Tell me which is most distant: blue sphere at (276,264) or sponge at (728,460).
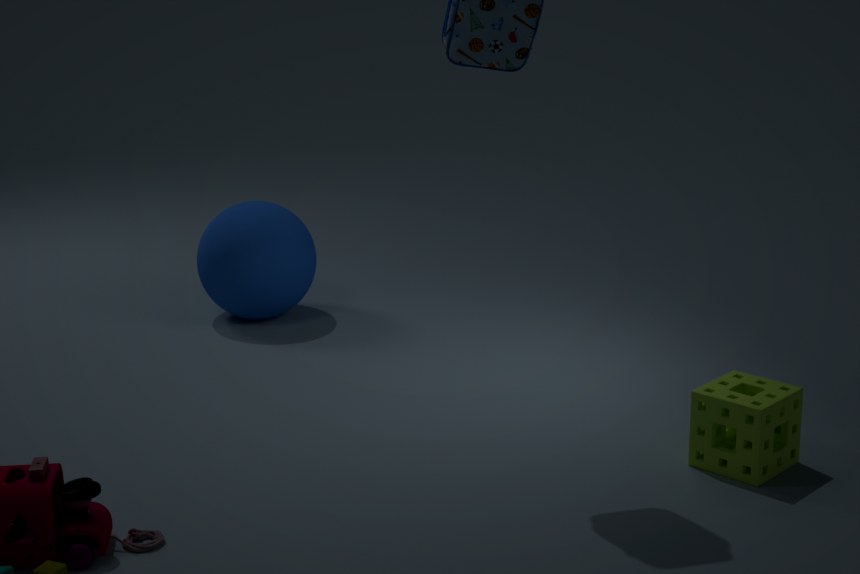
blue sphere at (276,264)
